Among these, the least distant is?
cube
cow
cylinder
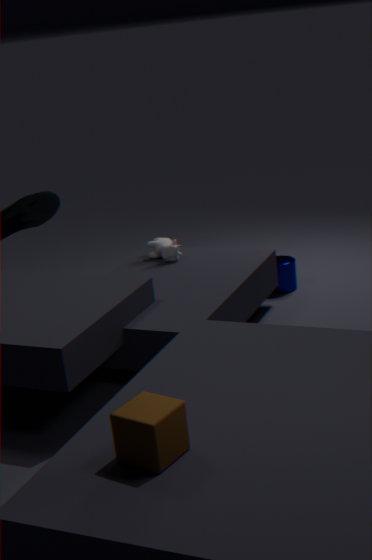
cube
